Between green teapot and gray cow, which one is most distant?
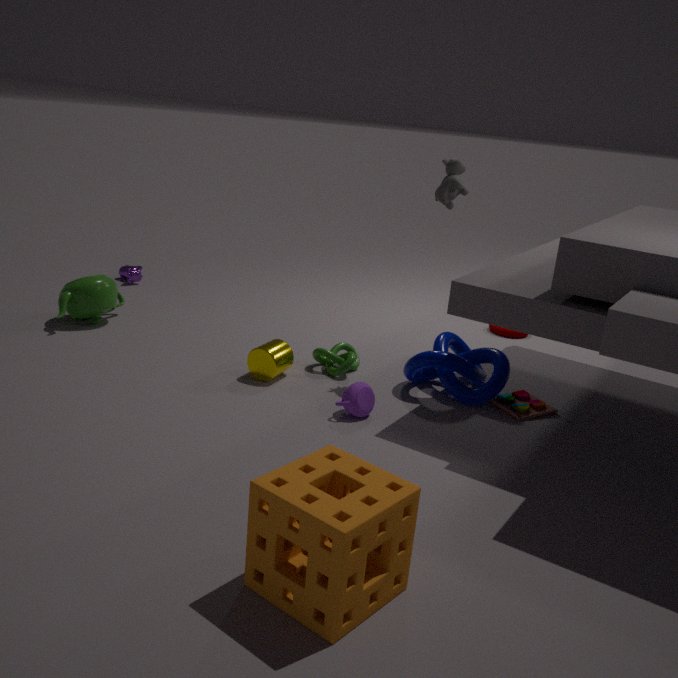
green teapot
